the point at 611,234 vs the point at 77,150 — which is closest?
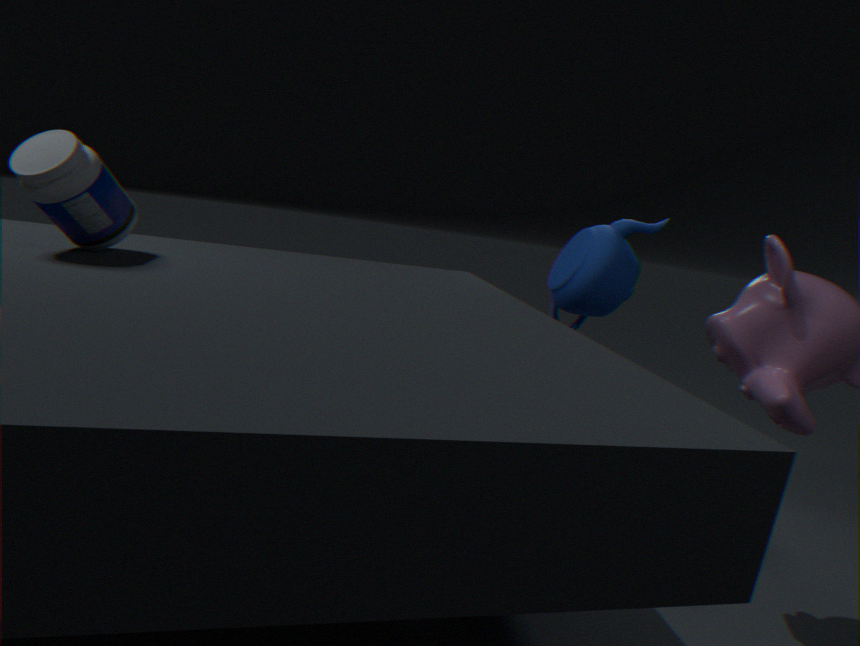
the point at 77,150
